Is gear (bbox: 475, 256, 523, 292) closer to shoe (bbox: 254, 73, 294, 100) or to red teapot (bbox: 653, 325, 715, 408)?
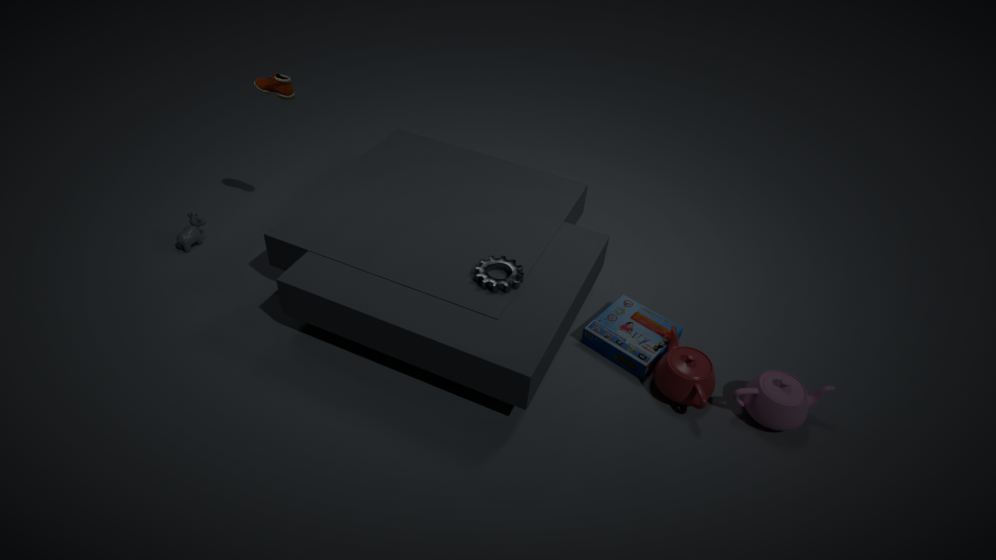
red teapot (bbox: 653, 325, 715, 408)
